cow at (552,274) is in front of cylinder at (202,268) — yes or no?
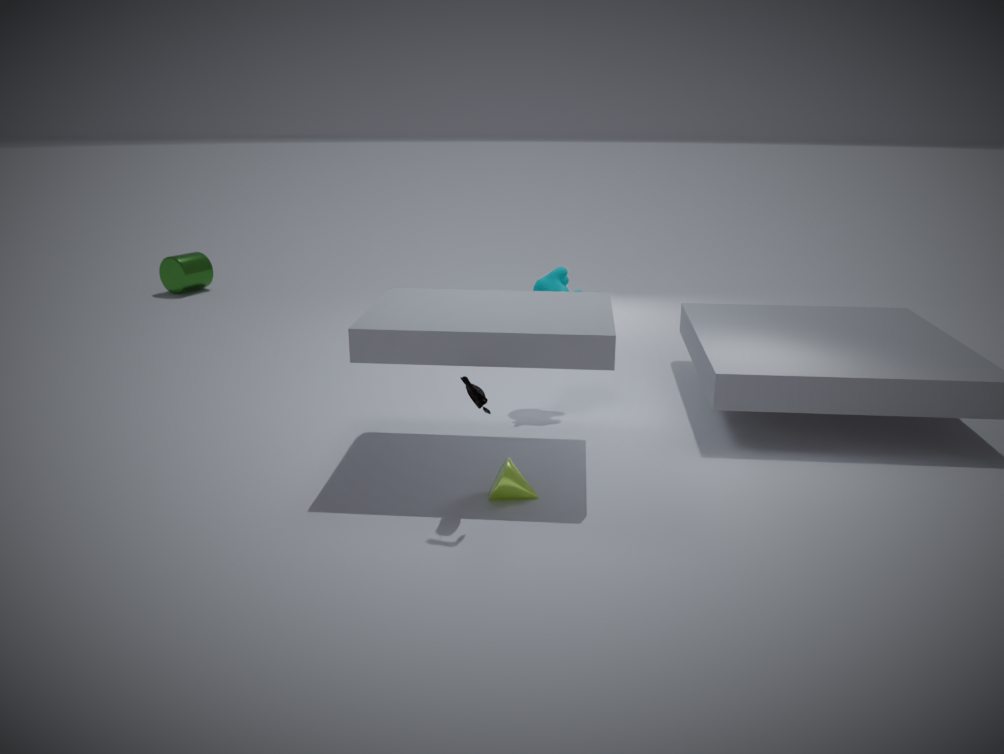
Yes
